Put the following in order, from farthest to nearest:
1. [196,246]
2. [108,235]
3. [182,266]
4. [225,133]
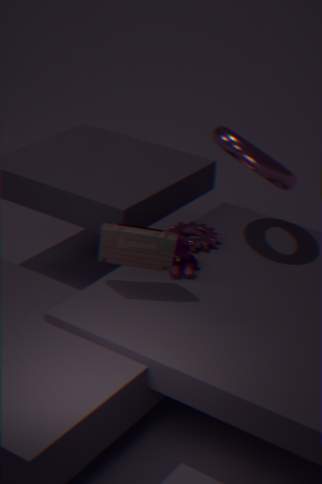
[196,246] → [225,133] → [182,266] → [108,235]
